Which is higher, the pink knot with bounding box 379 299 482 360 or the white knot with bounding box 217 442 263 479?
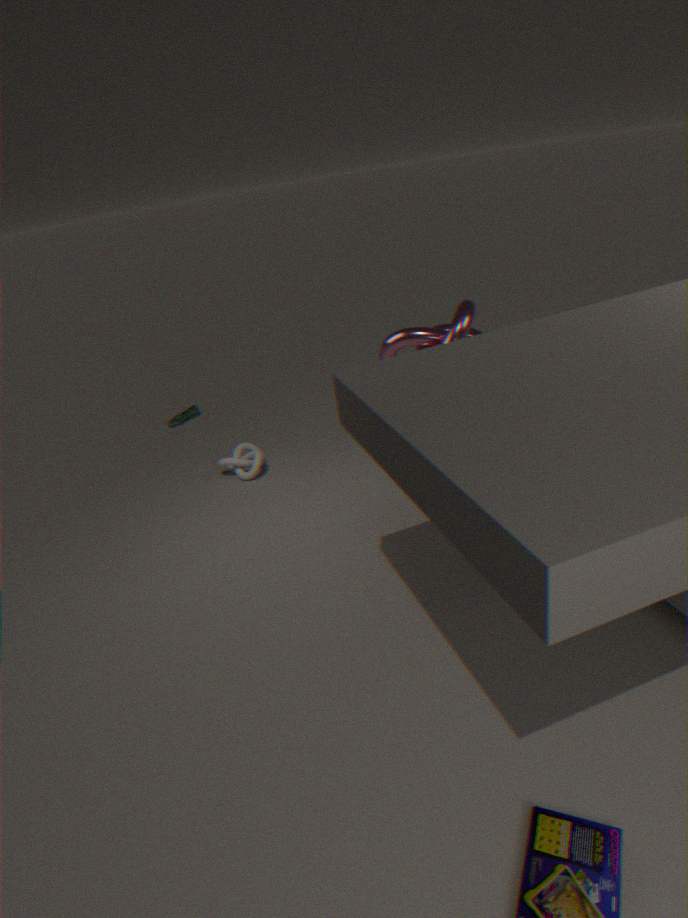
the pink knot with bounding box 379 299 482 360
